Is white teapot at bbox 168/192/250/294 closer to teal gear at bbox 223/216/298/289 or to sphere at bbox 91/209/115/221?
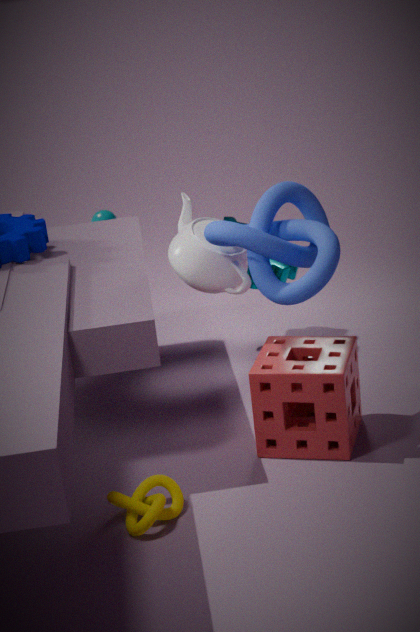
teal gear at bbox 223/216/298/289
